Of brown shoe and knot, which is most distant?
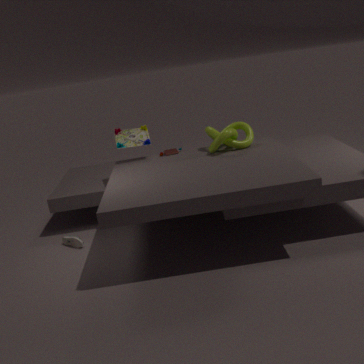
brown shoe
